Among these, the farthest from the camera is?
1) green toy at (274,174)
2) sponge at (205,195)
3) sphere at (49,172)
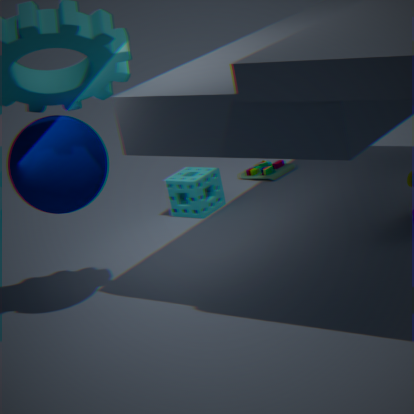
1. green toy at (274,174)
